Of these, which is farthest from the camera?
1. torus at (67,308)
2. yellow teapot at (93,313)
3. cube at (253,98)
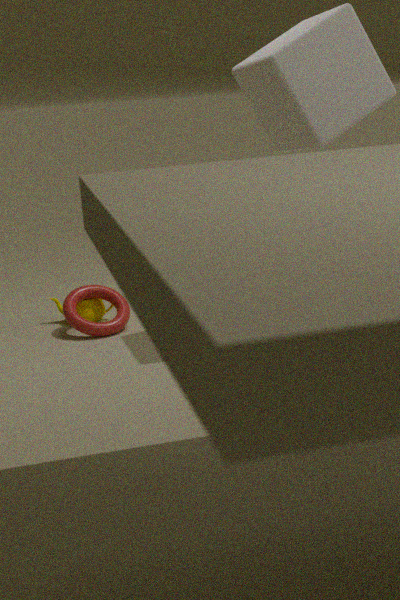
yellow teapot at (93,313)
